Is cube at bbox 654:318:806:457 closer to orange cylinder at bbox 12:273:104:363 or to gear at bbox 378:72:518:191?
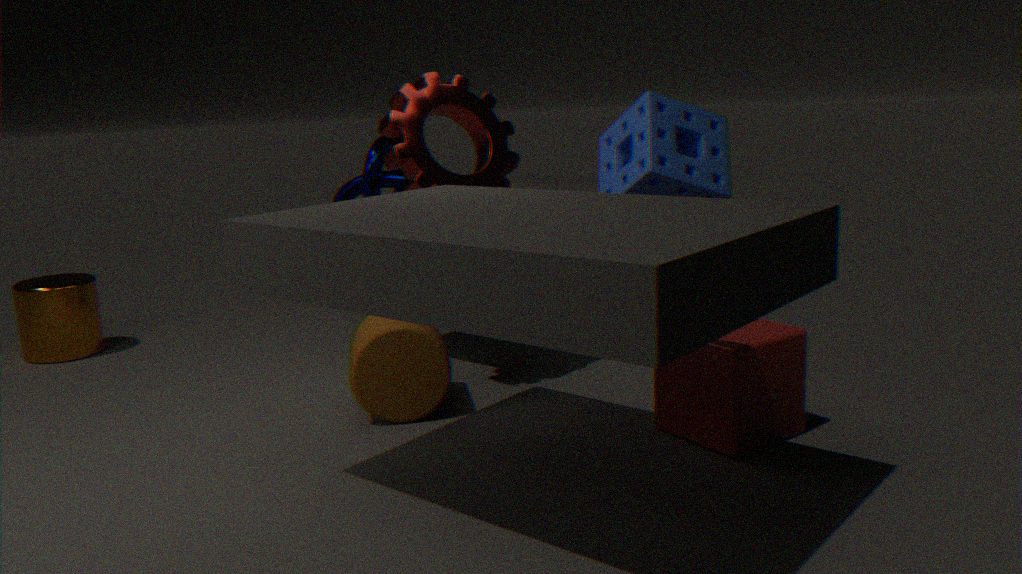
gear at bbox 378:72:518:191
